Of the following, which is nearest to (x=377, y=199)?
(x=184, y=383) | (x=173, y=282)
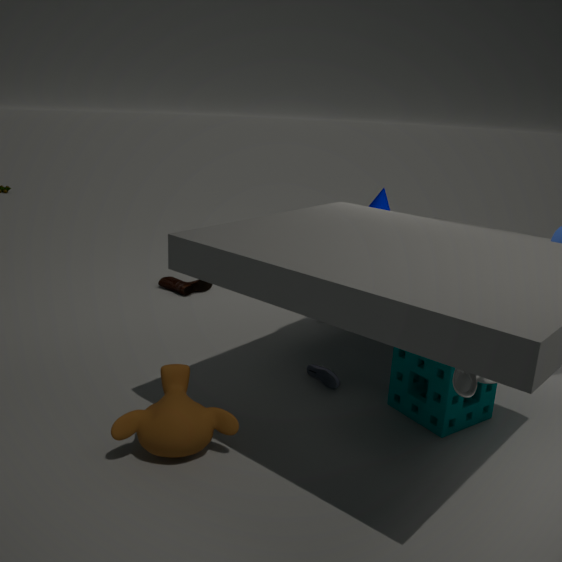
(x=173, y=282)
